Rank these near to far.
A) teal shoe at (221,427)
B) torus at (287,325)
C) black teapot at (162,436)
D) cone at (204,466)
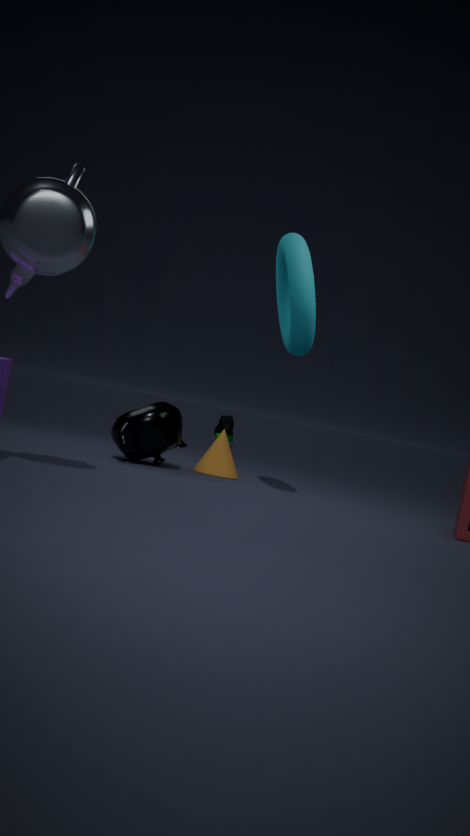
torus at (287,325), black teapot at (162,436), cone at (204,466), teal shoe at (221,427)
